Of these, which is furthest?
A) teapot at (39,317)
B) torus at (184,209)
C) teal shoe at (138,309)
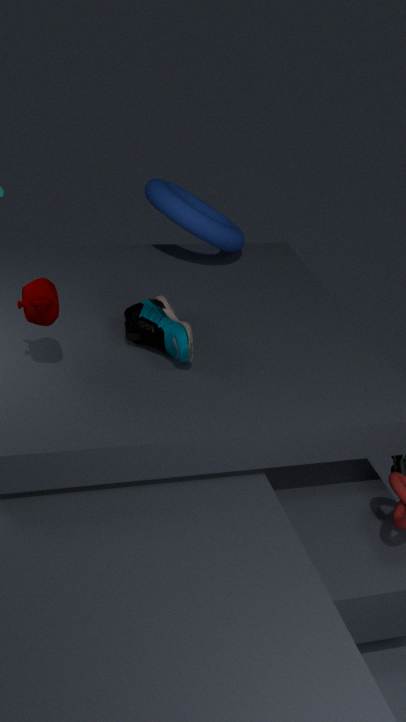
torus at (184,209)
